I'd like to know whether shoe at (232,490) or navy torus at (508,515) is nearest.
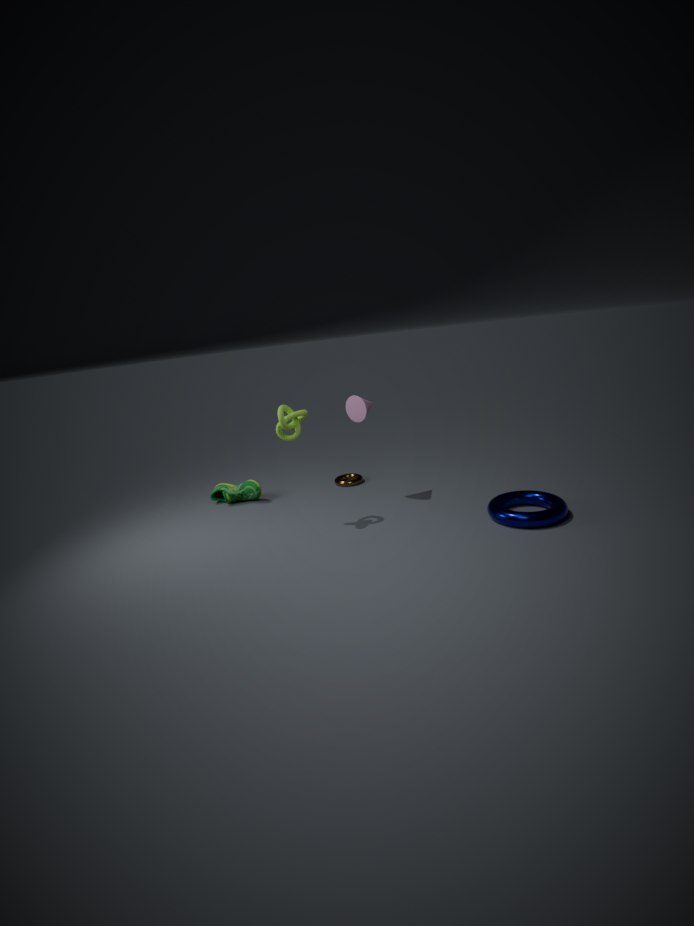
navy torus at (508,515)
